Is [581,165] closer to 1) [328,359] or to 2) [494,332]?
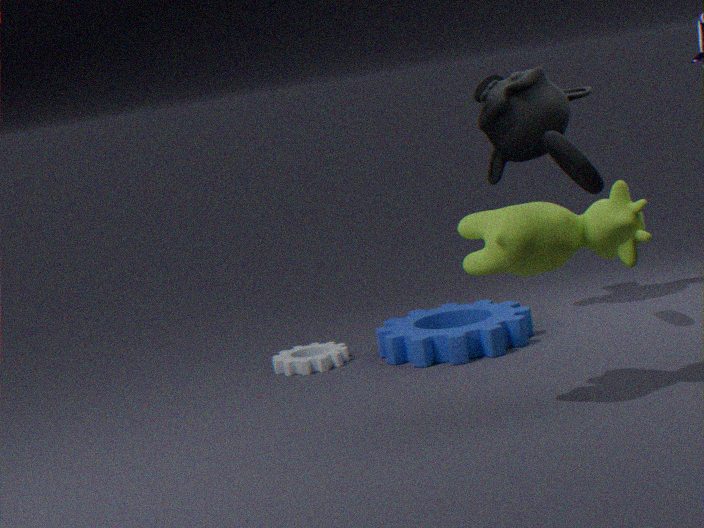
2) [494,332]
